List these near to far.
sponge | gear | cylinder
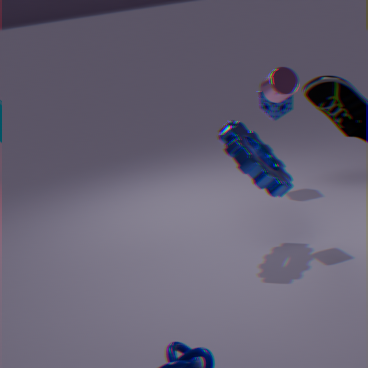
gear, cylinder, sponge
